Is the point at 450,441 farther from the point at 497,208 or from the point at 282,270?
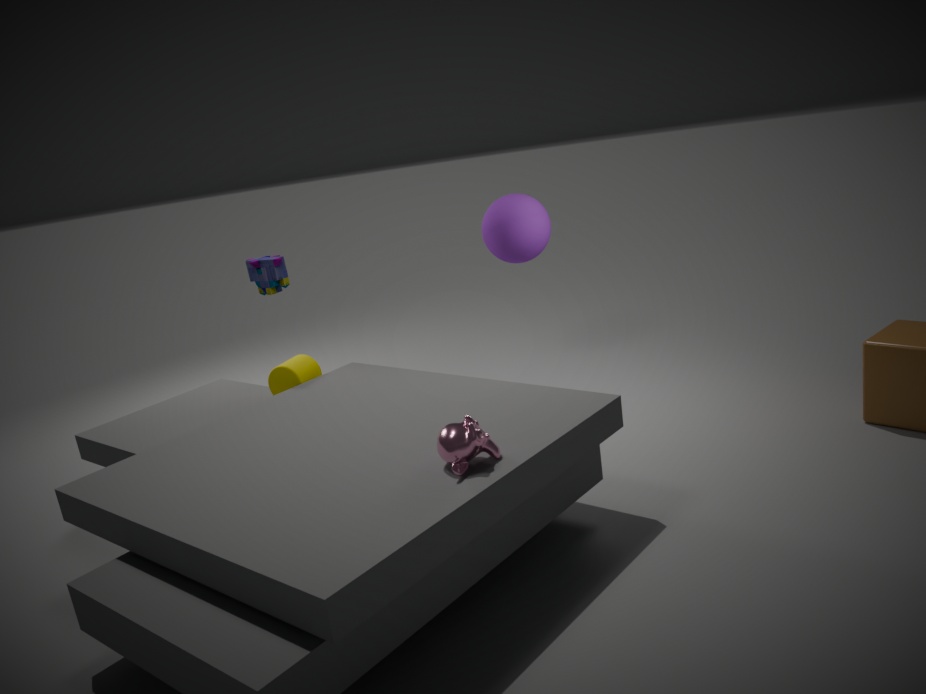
the point at 282,270
